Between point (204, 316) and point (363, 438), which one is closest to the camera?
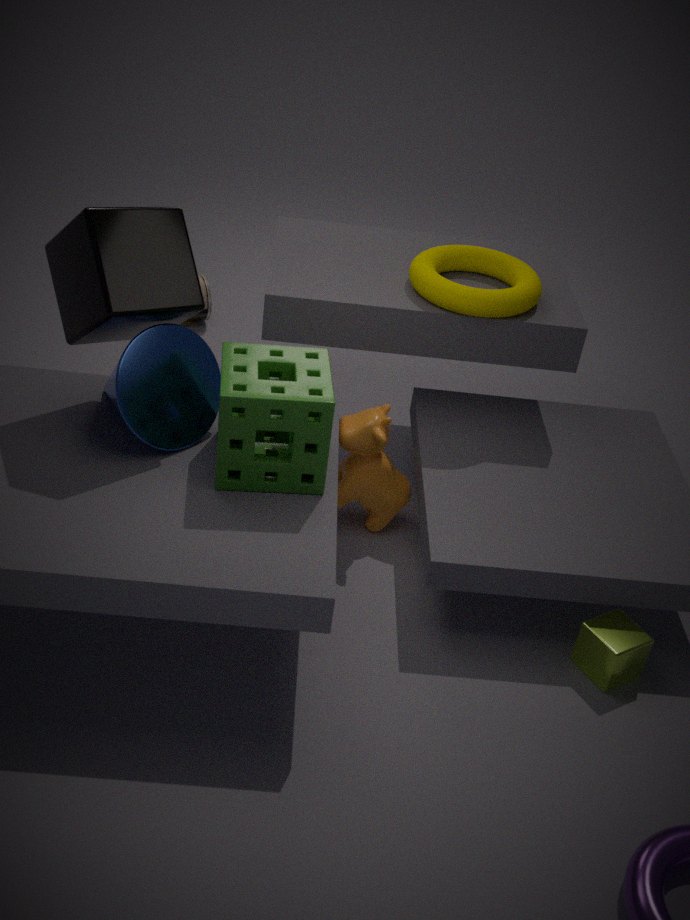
point (363, 438)
